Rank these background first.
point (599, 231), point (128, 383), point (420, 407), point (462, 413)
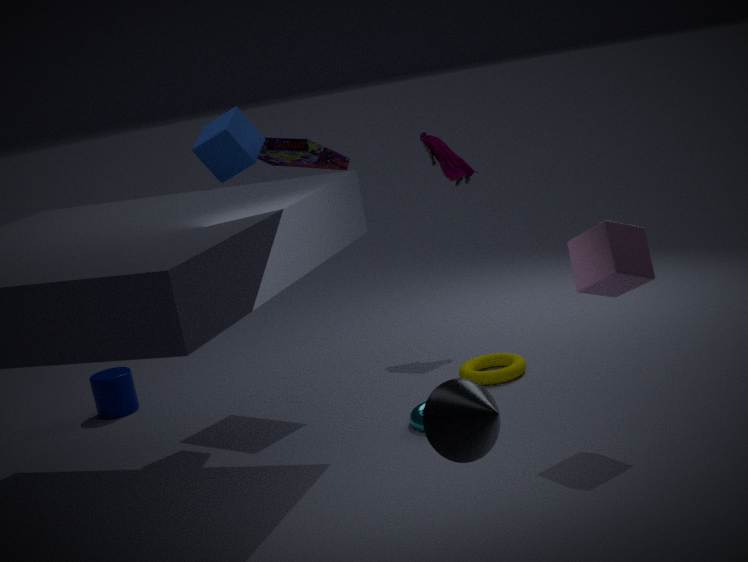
1. point (128, 383)
2. point (420, 407)
3. point (599, 231)
4. point (462, 413)
